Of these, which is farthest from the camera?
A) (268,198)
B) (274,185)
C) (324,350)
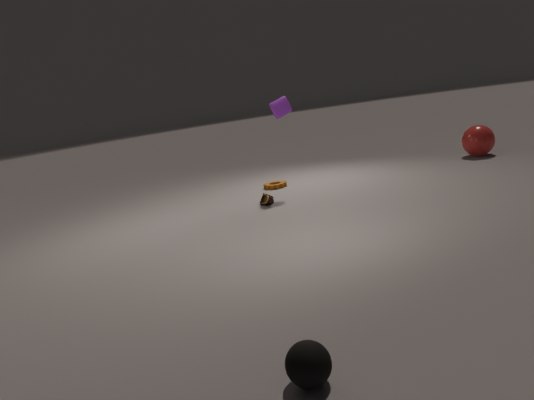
(274,185)
